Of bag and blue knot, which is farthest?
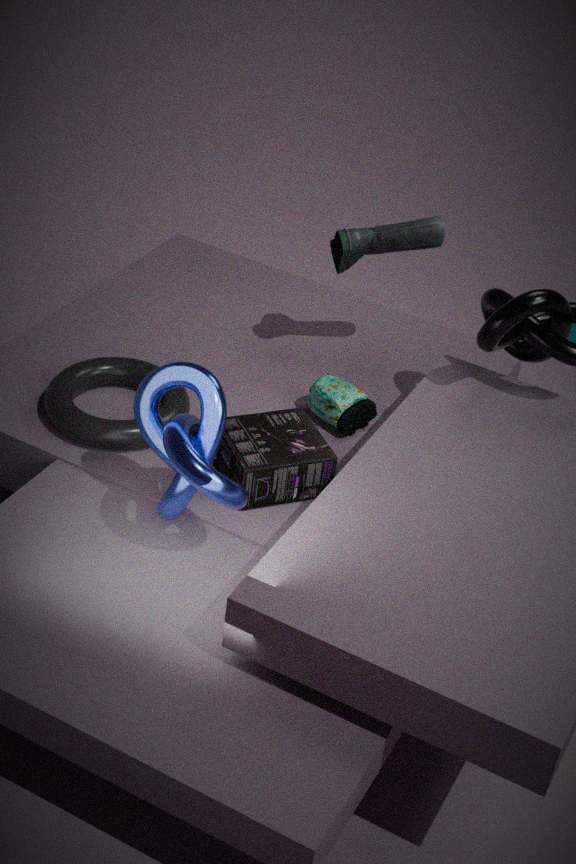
bag
